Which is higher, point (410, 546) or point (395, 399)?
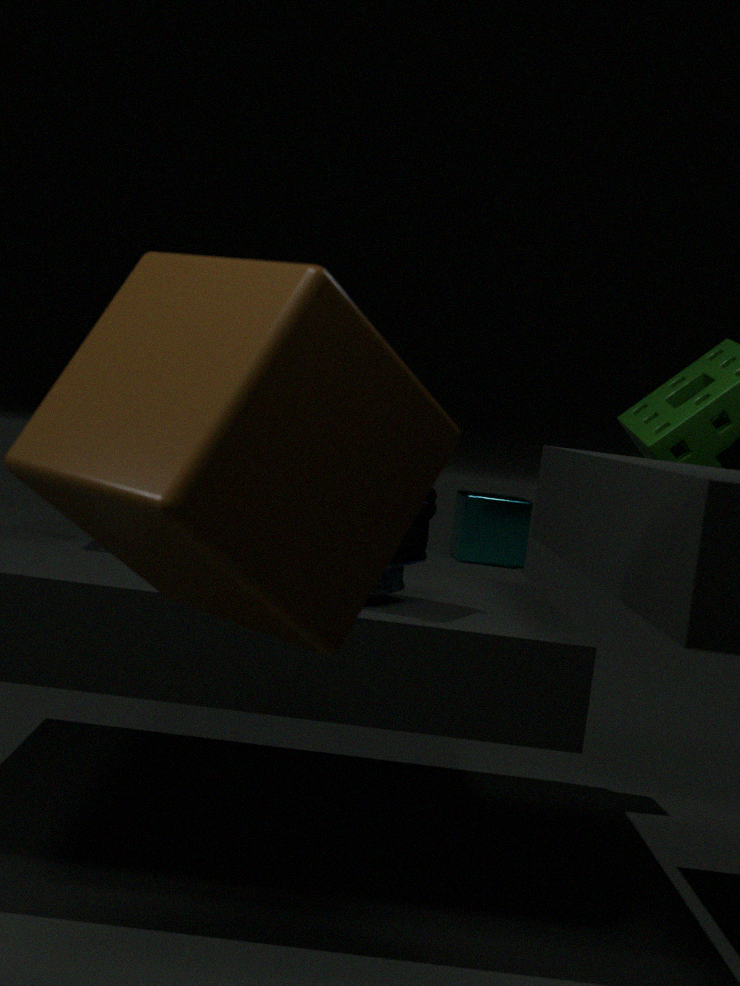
point (395, 399)
